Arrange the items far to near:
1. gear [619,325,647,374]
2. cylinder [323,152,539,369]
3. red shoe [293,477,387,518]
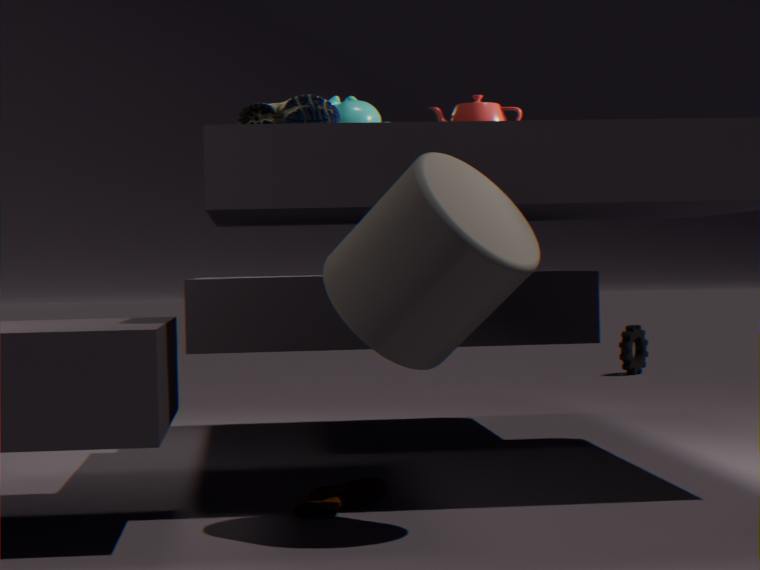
gear [619,325,647,374] → red shoe [293,477,387,518] → cylinder [323,152,539,369]
